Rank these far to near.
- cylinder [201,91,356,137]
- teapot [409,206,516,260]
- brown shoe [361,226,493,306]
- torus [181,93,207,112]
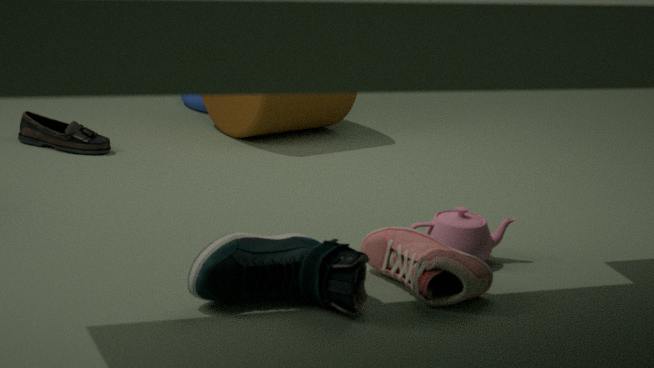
torus [181,93,207,112]
cylinder [201,91,356,137]
teapot [409,206,516,260]
brown shoe [361,226,493,306]
